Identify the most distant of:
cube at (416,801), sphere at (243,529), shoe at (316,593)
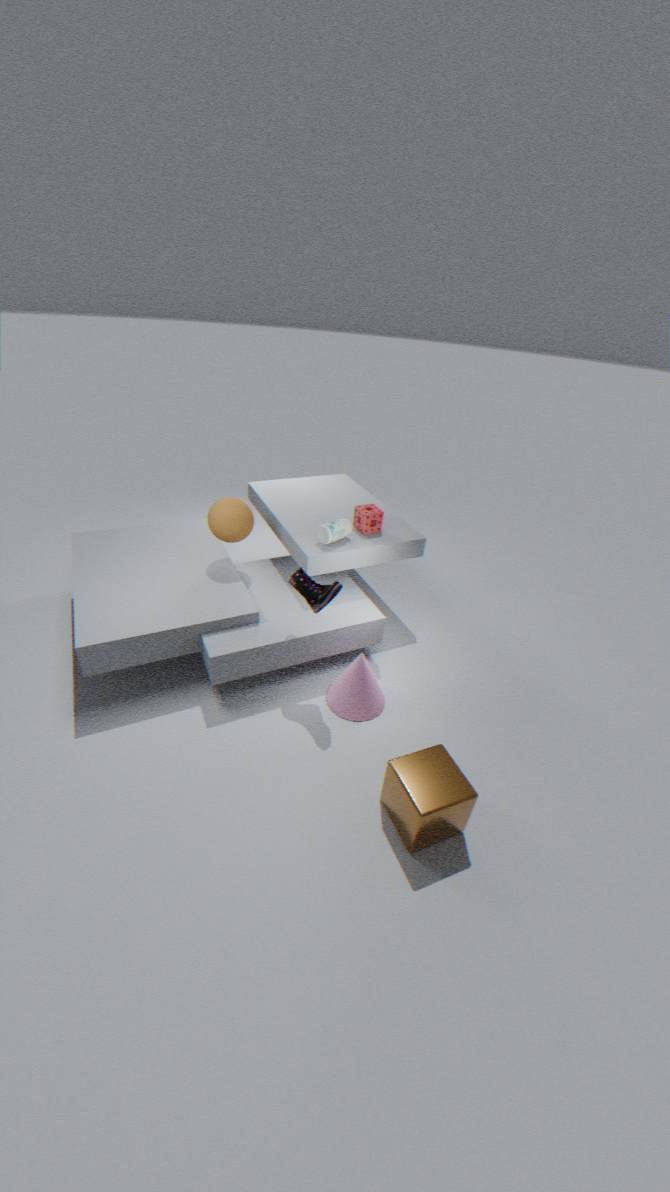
sphere at (243,529)
